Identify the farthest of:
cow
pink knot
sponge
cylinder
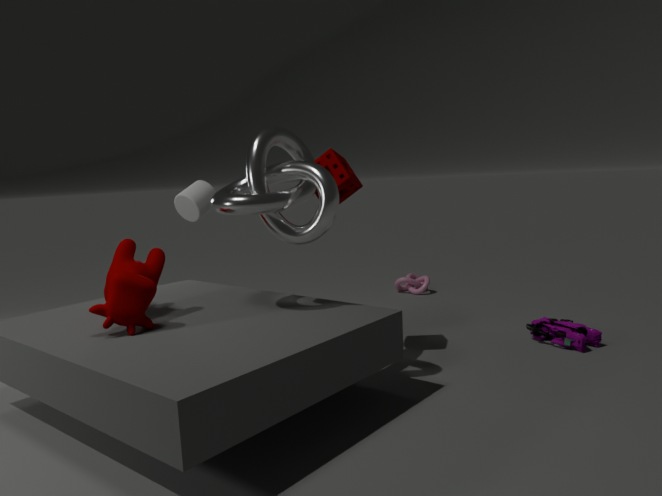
pink knot
